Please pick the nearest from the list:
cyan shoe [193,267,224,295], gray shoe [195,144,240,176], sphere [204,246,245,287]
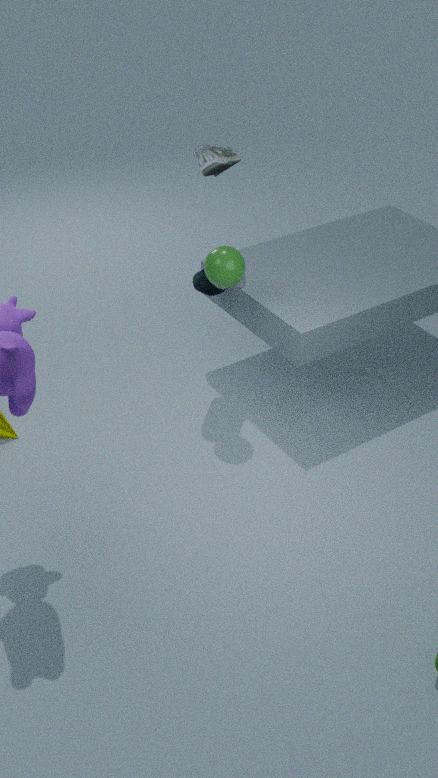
sphere [204,246,245,287]
